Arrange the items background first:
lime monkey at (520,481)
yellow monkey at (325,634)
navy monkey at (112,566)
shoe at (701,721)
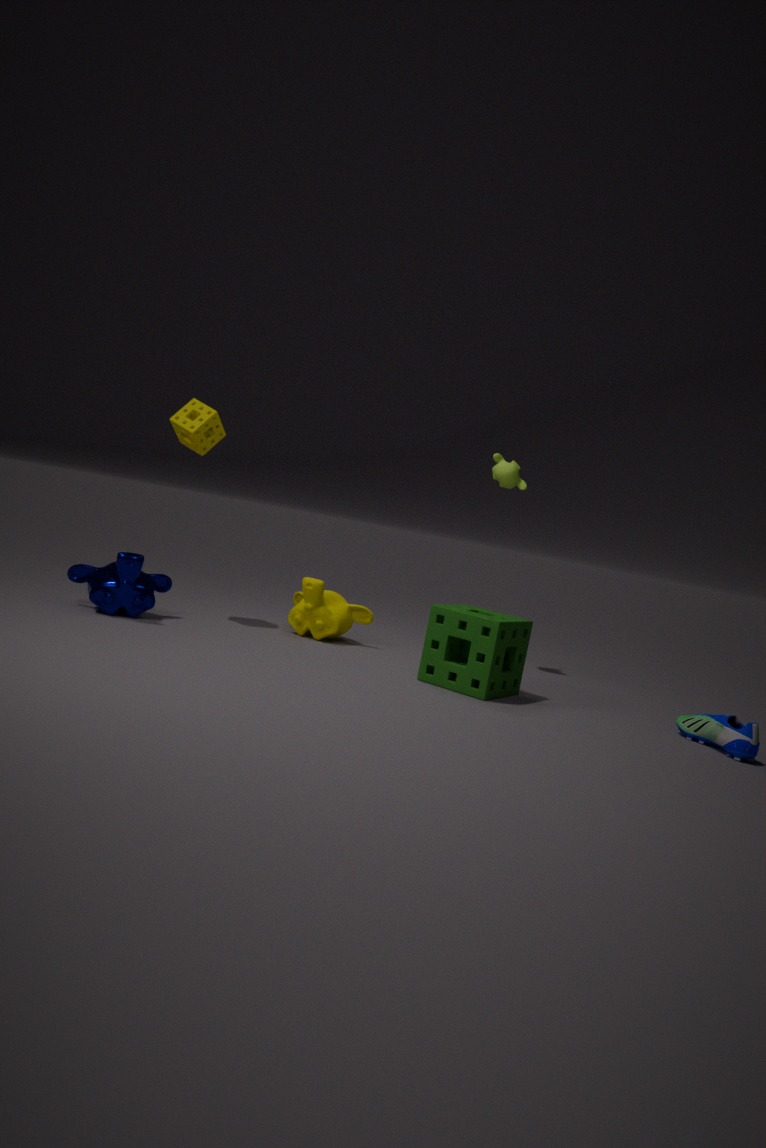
1. lime monkey at (520,481)
2. yellow monkey at (325,634)
3. navy monkey at (112,566)
4. shoe at (701,721)
